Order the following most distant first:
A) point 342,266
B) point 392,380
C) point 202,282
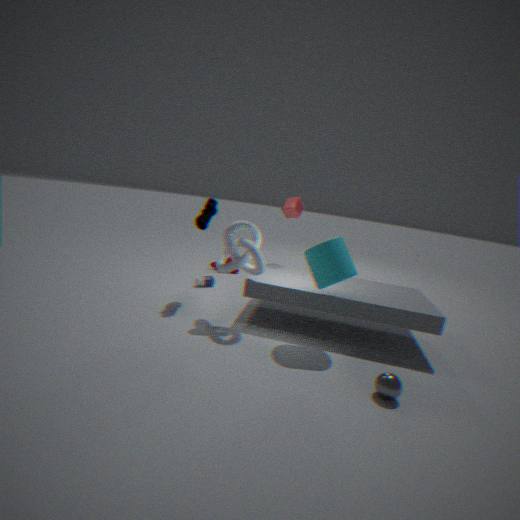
point 202,282, point 342,266, point 392,380
